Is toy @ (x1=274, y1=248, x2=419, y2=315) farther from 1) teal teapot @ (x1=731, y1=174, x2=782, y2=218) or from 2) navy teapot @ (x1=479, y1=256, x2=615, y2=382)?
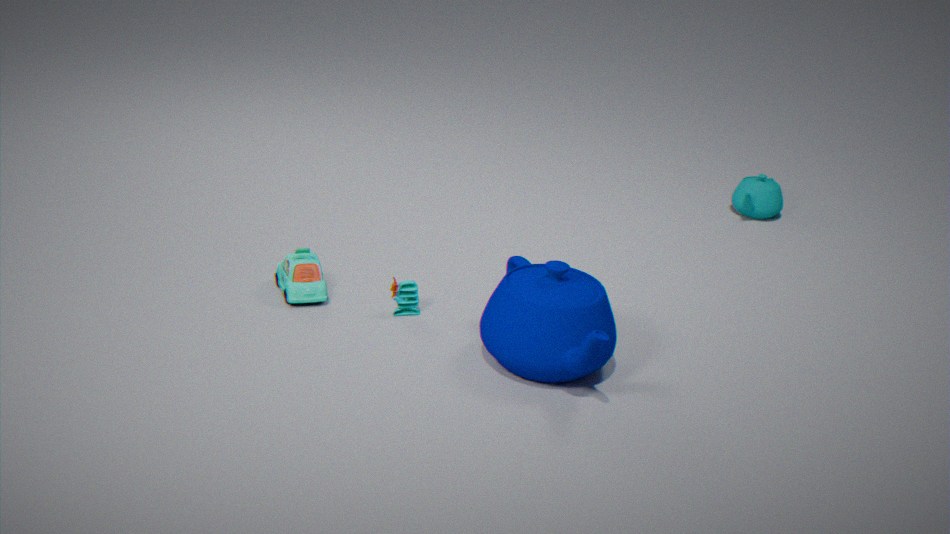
1) teal teapot @ (x1=731, y1=174, x2=782, y2=218)
